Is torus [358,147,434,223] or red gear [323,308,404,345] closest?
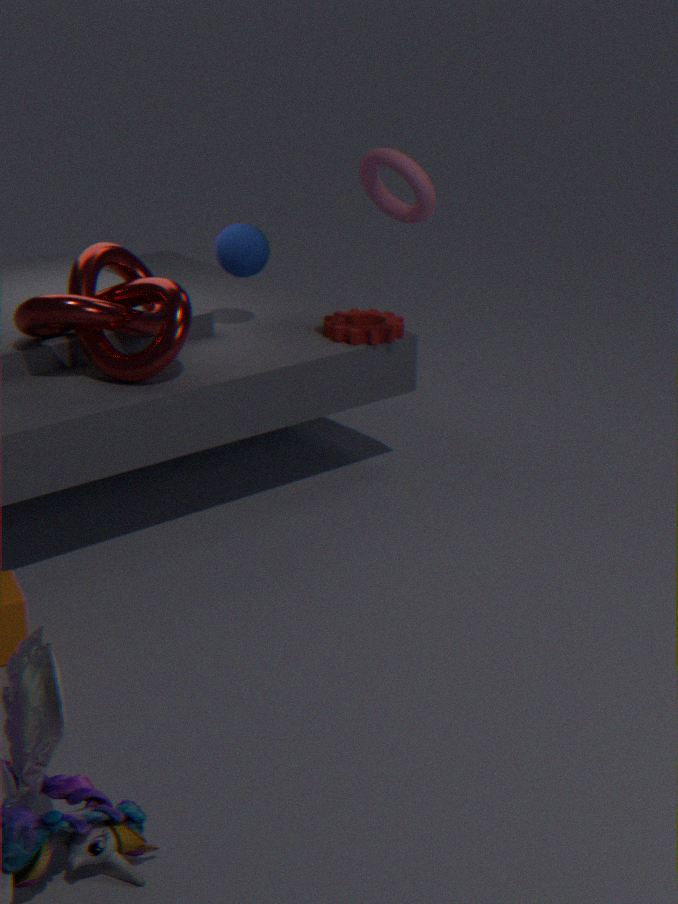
torus [358,147,434,223]
